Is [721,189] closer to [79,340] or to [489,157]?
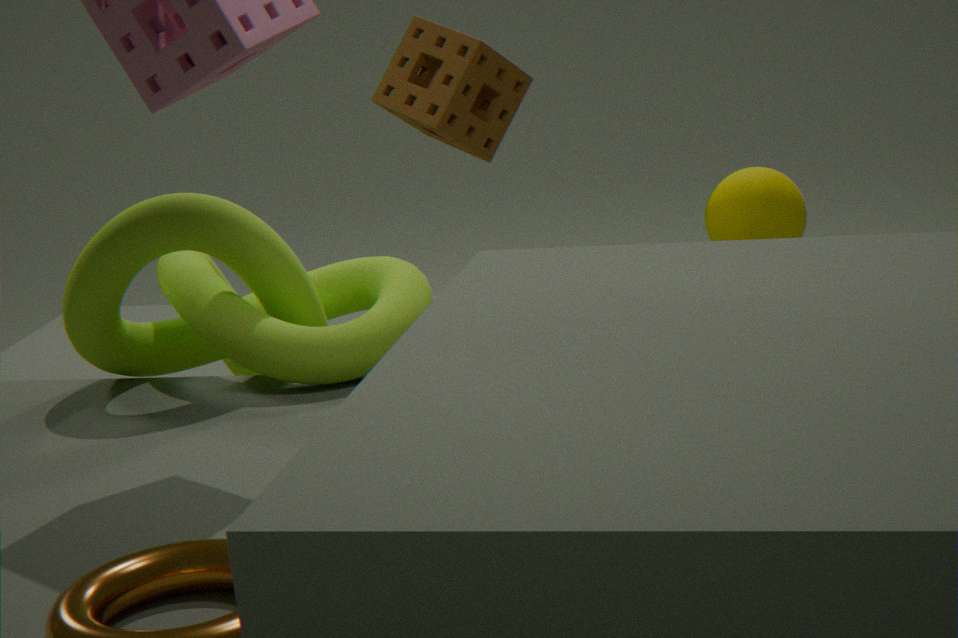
[489,157]
